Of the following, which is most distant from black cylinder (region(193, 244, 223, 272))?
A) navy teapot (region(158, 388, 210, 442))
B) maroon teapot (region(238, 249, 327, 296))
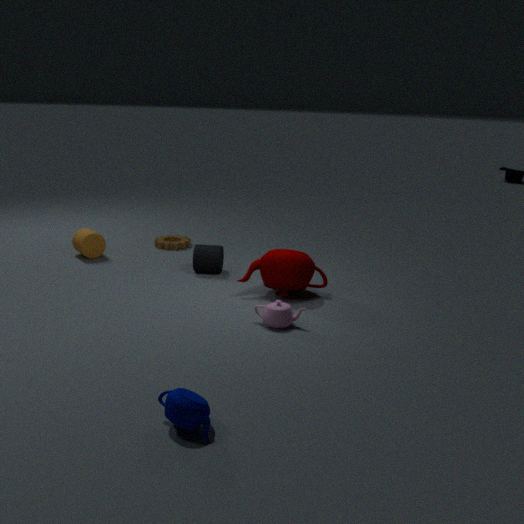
navy teapot (region(158, 388, 210, 442))
